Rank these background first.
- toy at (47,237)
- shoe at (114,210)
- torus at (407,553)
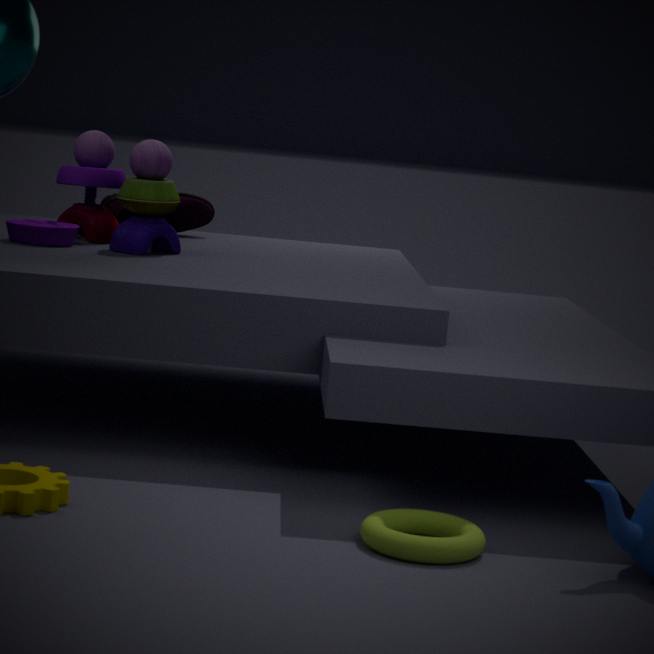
shoe at (114,210) → toy at (47,237) → torus at (407,553)
